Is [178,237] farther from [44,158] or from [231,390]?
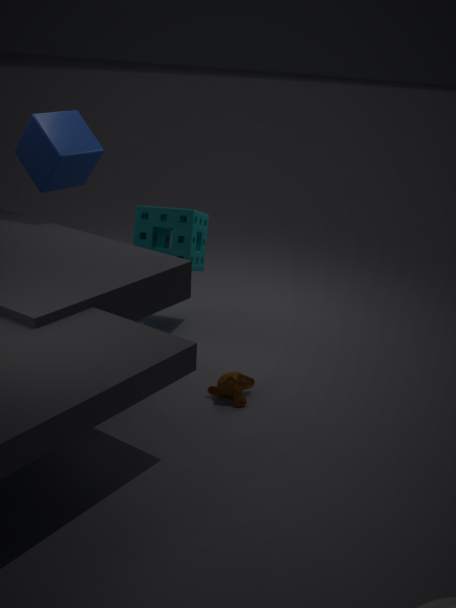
[231,390]
